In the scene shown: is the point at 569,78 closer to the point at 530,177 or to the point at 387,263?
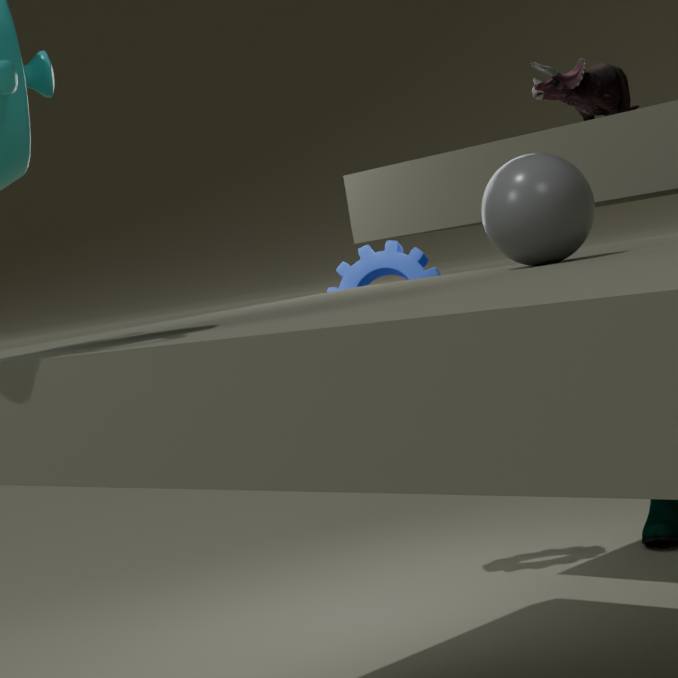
the point at 387,263
